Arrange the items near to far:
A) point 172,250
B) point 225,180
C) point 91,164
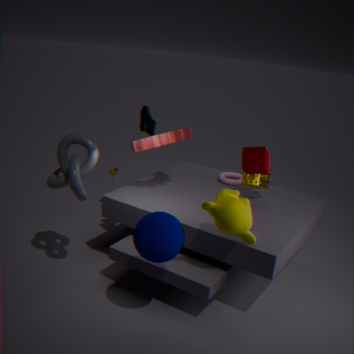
point 172,250 → point 91,164 → point 225,180
